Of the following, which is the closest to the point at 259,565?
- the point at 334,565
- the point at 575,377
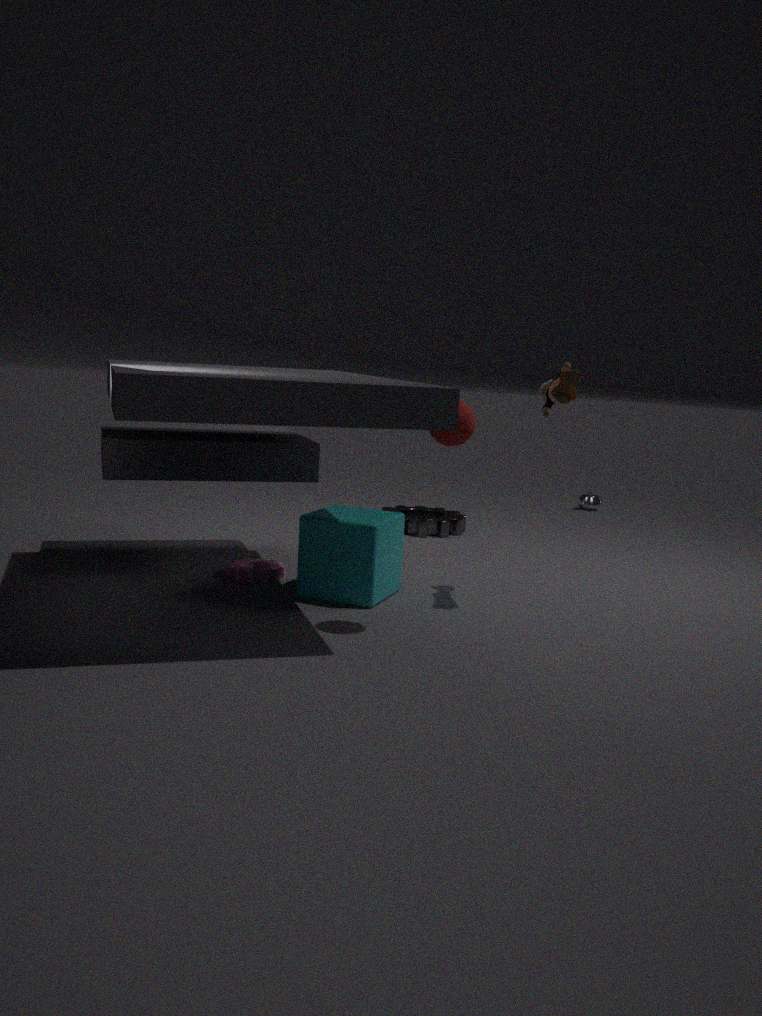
the point at 334,565
